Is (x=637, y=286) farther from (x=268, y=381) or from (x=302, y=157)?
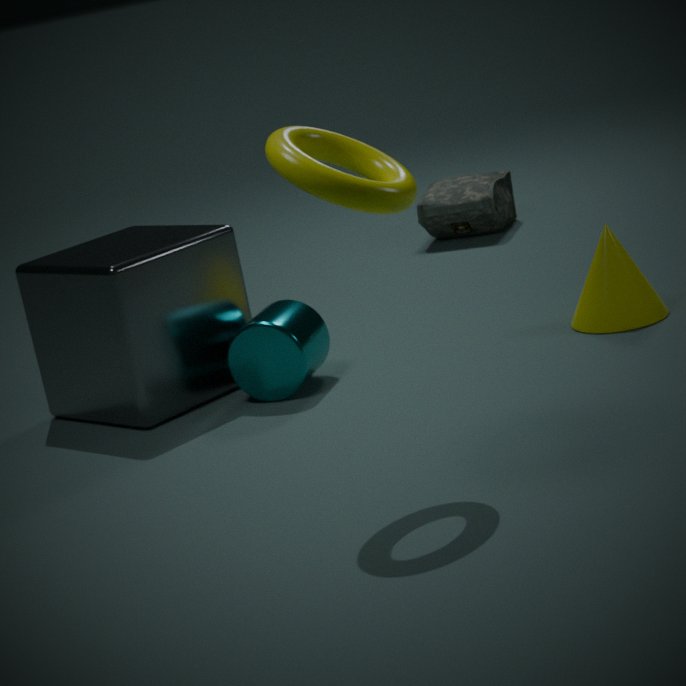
(x=302, y=157)
